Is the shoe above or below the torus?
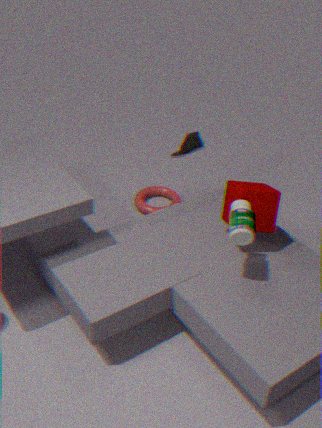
above
